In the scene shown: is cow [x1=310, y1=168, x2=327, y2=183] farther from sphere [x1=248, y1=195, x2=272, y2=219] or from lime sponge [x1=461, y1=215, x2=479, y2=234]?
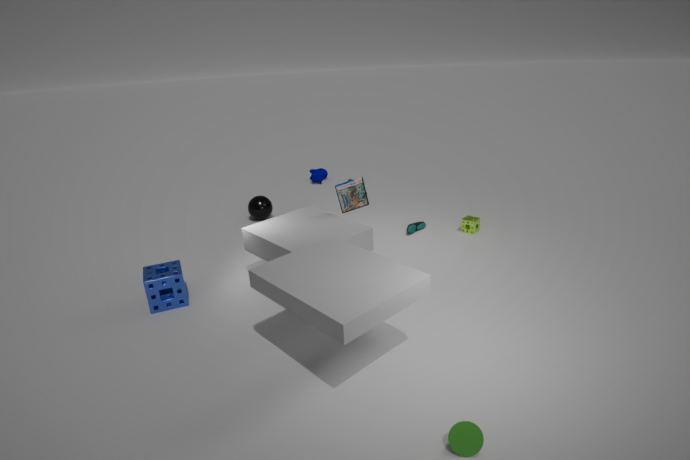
lime sponge [x1=461, y1=215, x2=479, y2=234]
